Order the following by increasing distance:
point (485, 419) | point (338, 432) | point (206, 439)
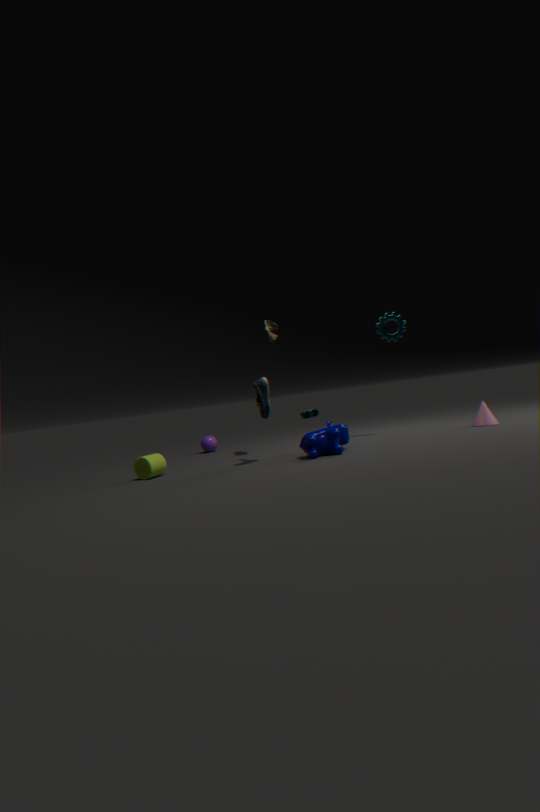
point (338, 432) → point (485, 419) → point (206, 439)
